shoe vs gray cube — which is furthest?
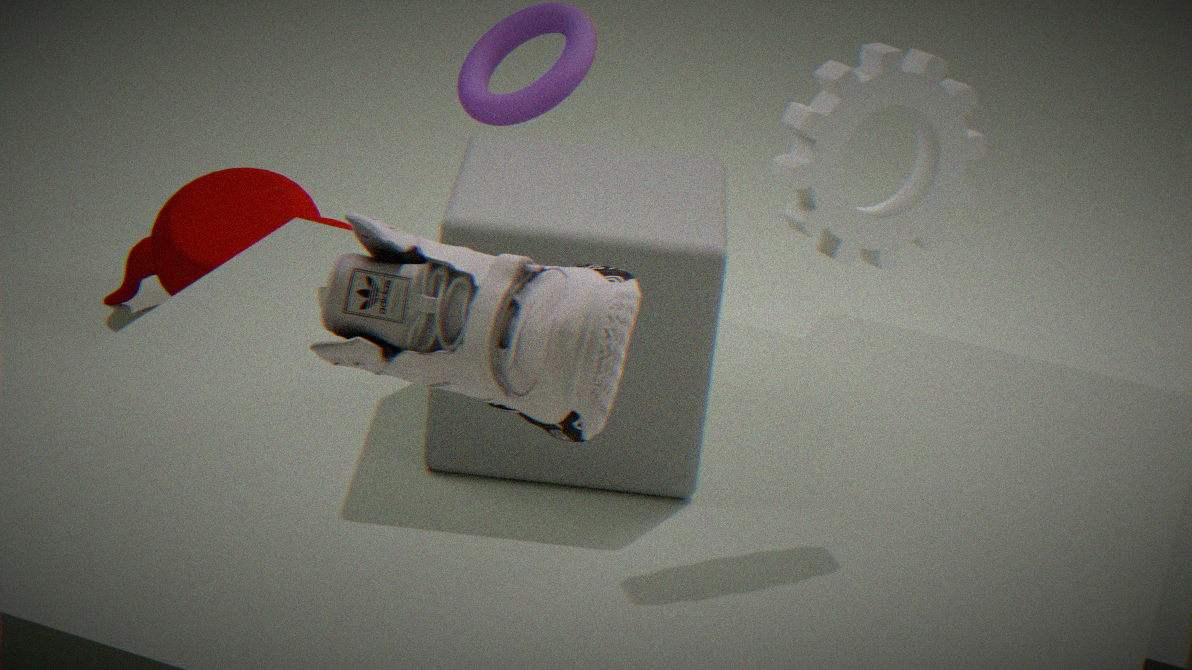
gray cube
